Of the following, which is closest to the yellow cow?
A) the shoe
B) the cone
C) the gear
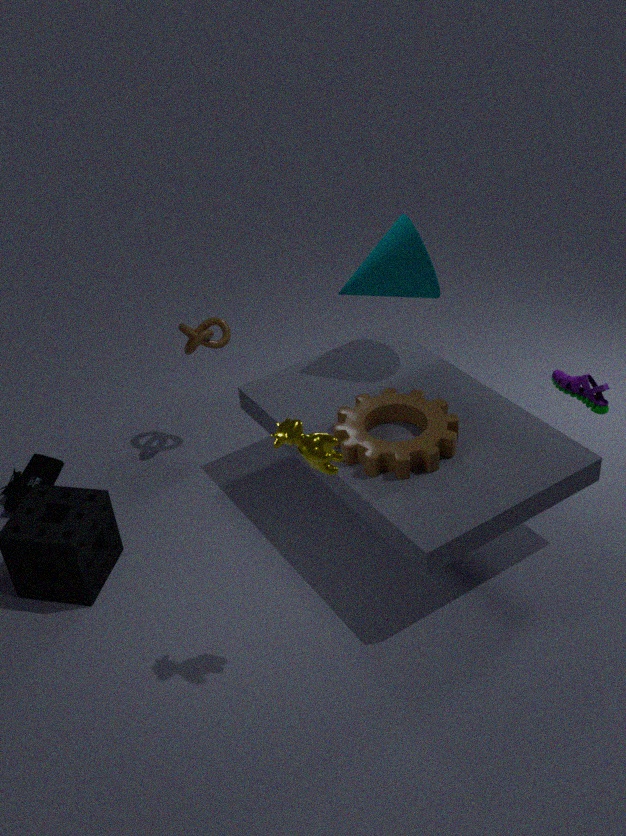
the gear
